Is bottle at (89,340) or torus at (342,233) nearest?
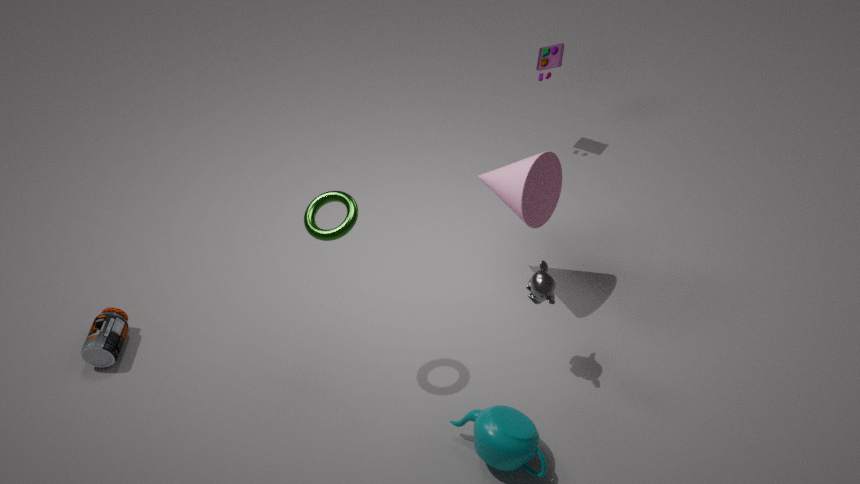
torus at (342,233)
